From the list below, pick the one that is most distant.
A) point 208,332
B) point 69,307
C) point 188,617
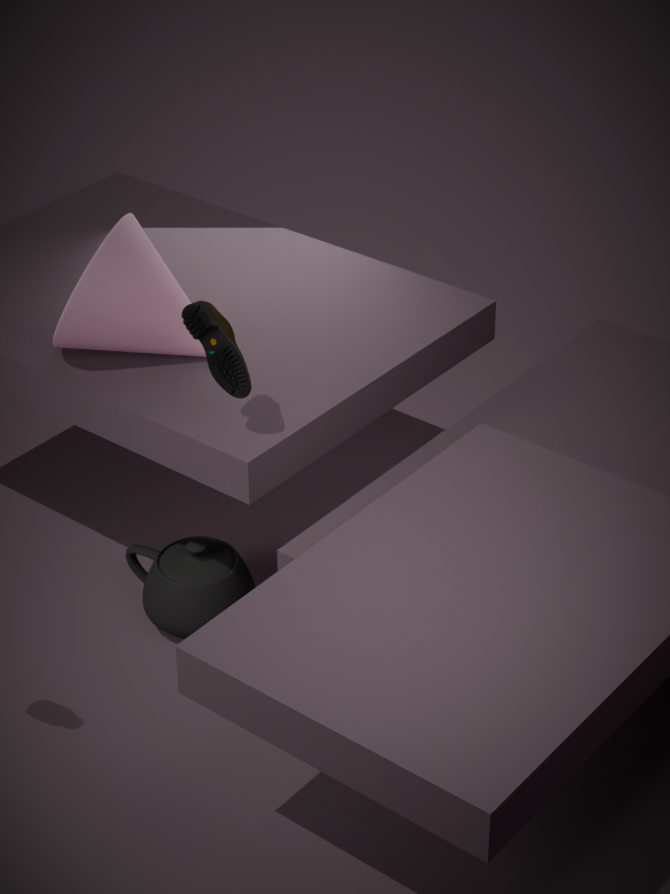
point 188,617
